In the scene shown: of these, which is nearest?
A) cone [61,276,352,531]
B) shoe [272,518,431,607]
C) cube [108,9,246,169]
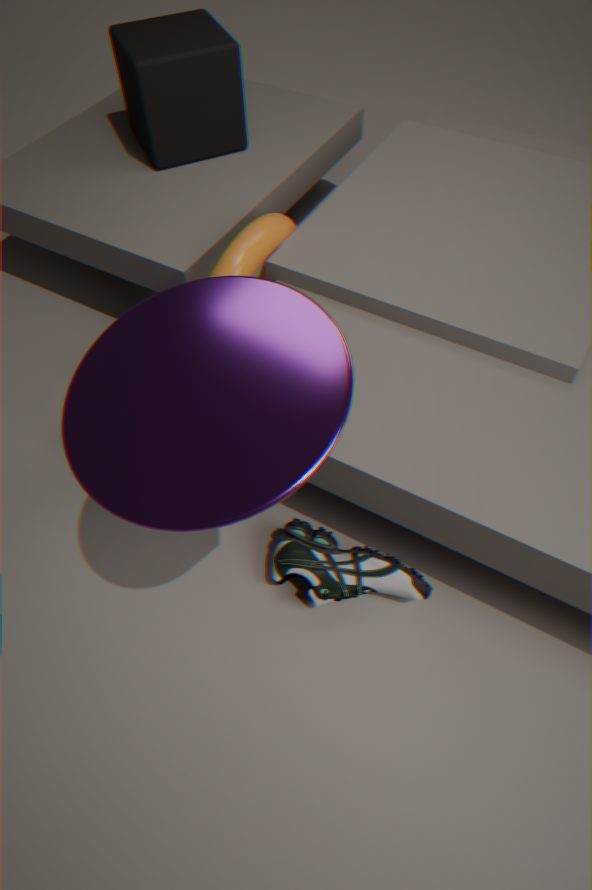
cone [61,276,352,531]
